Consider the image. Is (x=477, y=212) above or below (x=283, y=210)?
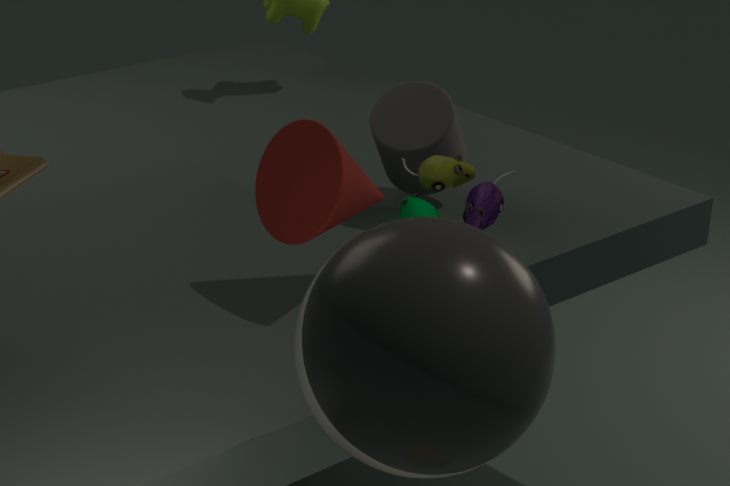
above
